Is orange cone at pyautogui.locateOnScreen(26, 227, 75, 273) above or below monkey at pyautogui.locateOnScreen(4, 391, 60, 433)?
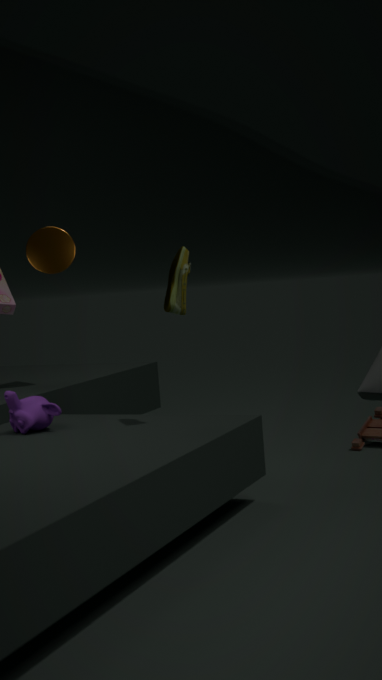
above
